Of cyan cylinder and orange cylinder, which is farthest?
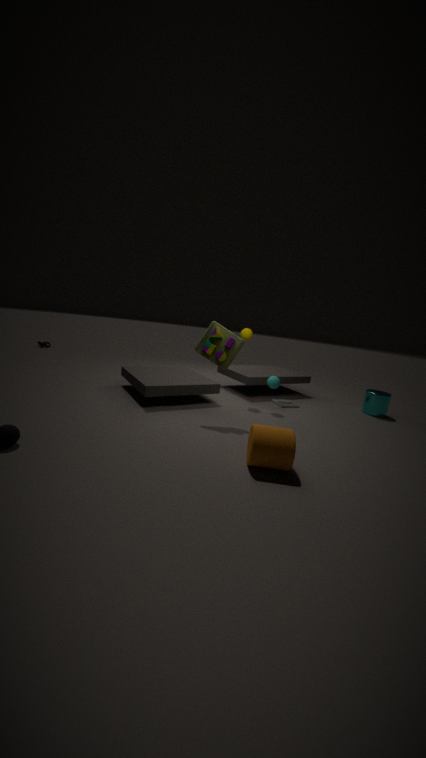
cyan cylinder
